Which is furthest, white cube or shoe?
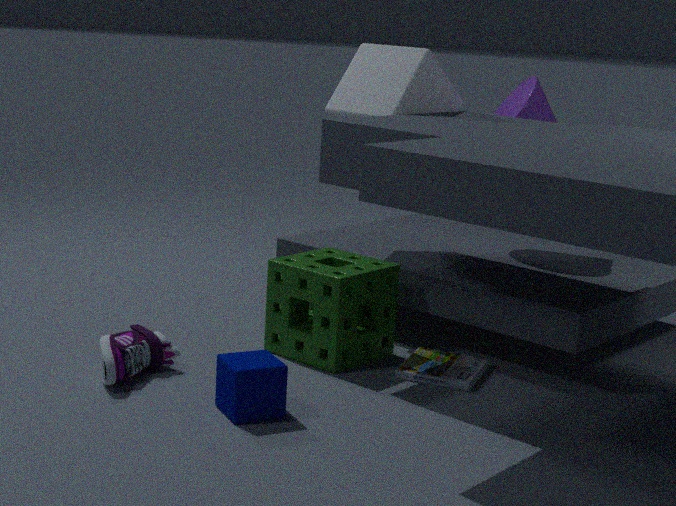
white cube
